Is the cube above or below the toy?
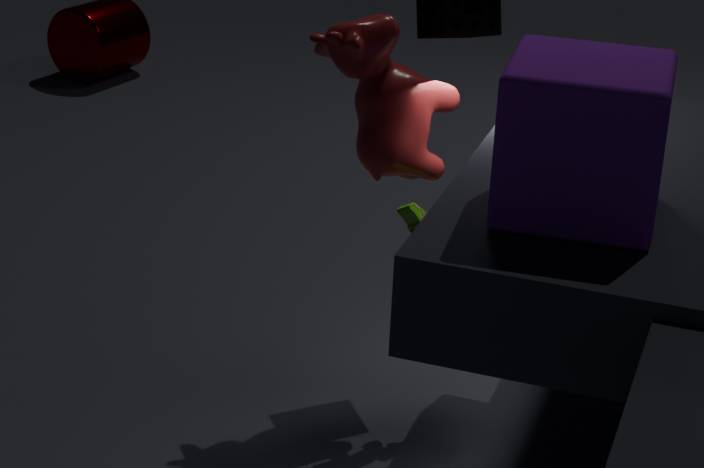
above
